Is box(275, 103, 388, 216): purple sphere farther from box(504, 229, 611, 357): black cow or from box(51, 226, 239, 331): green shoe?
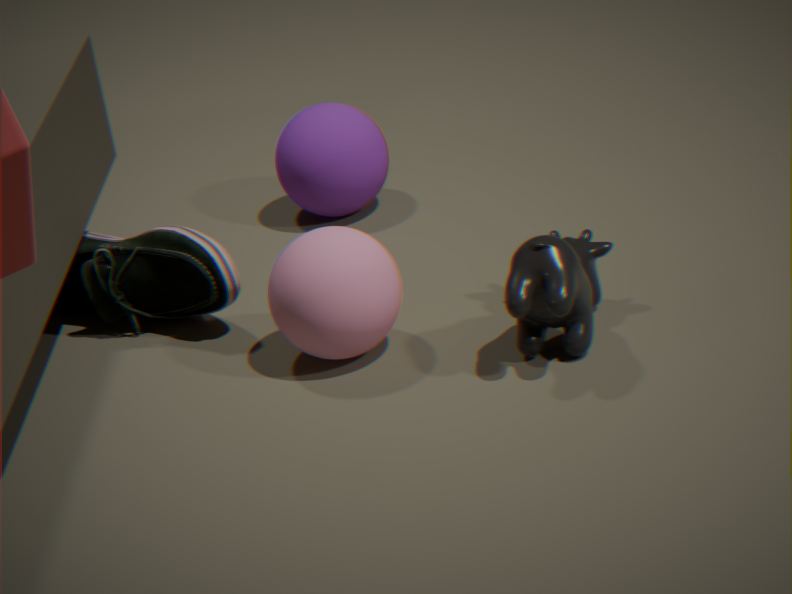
box(504, 229, 611, 357): black cow
